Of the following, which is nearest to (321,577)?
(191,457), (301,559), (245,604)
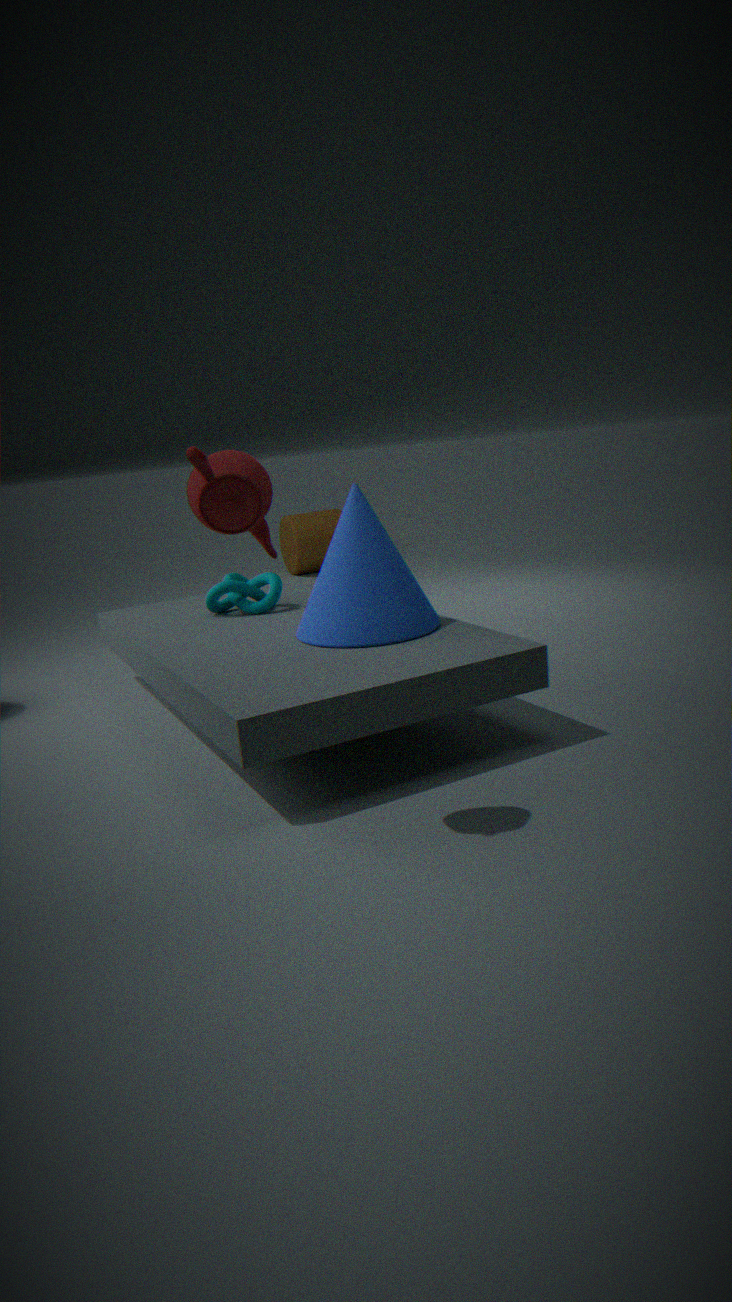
(245,604)
